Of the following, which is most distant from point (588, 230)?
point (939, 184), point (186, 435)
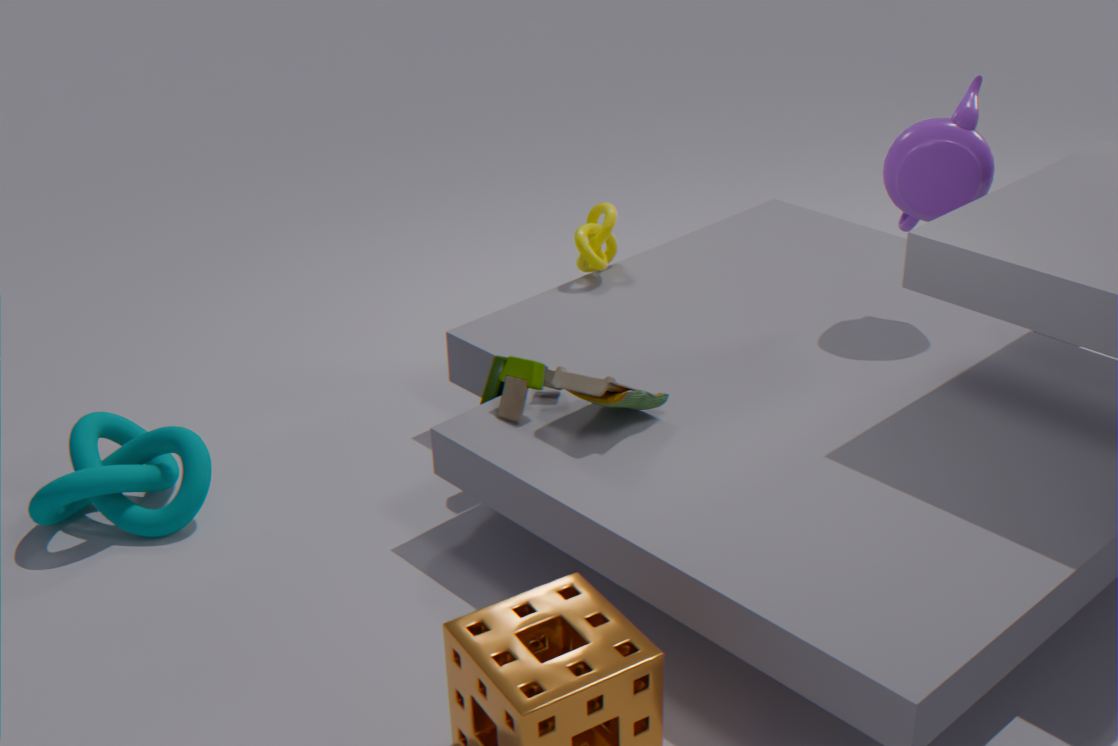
point (186, 435)
